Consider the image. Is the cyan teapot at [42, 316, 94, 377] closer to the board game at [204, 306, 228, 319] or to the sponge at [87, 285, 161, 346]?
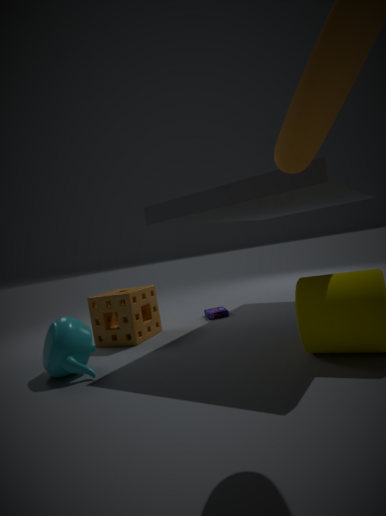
the sponge at [87, 285, 161, 346]
